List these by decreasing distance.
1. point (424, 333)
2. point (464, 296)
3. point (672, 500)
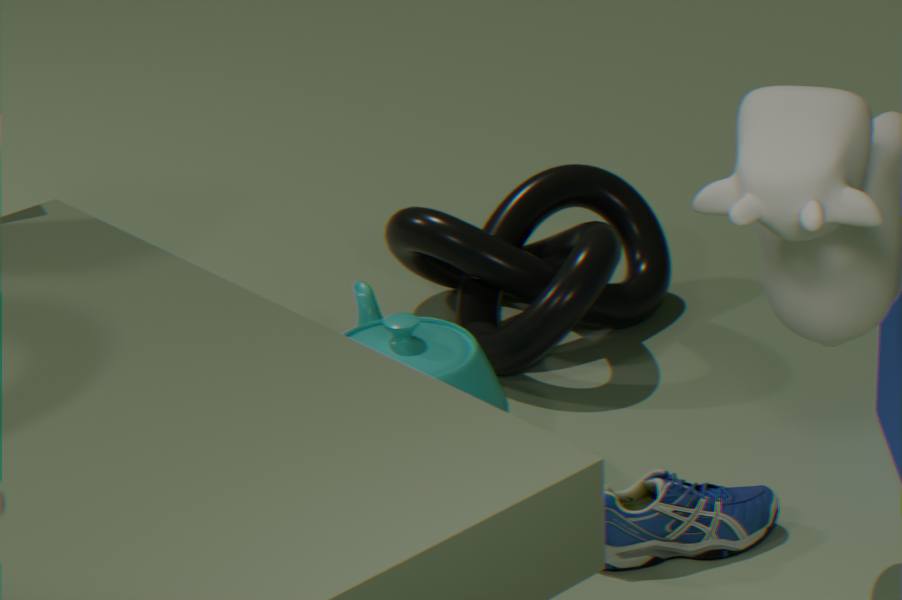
point (464, 296)
point (424, 333)
point (672, 500)
